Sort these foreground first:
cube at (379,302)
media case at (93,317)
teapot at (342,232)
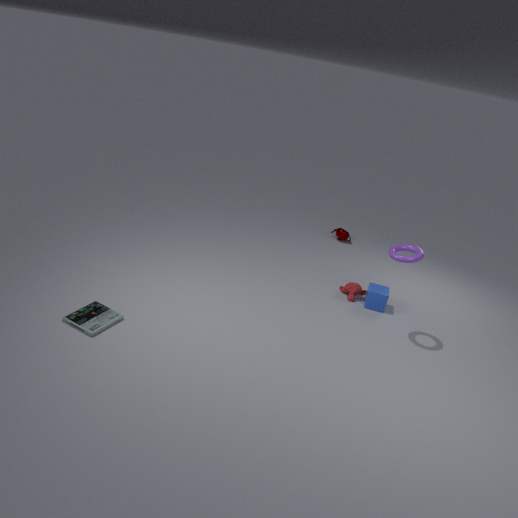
media case at (93,317) < cube at (379,302) < teapot at (342,232)
